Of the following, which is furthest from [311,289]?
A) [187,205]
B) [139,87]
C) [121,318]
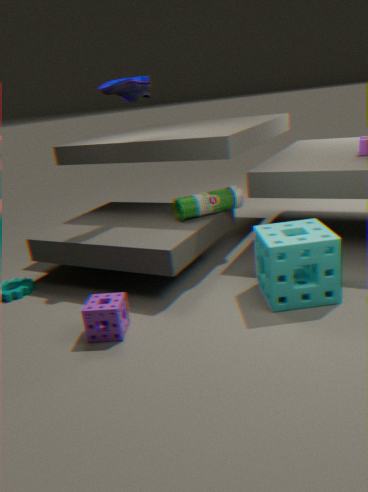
[139,87]
